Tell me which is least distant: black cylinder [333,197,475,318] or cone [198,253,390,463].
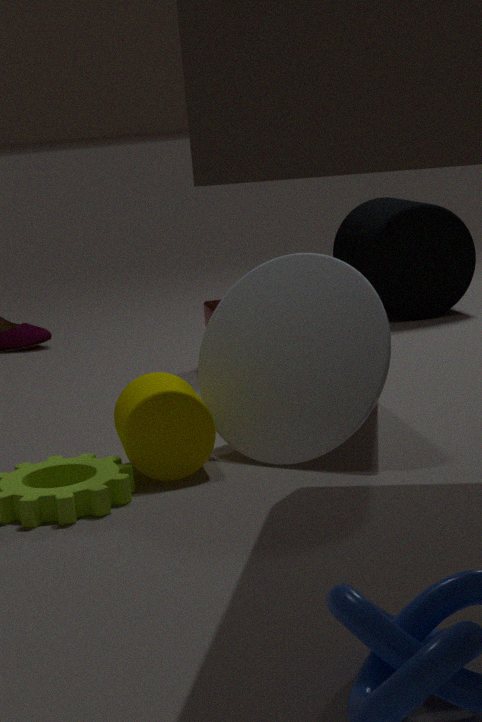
cone [198,253,390,463]
